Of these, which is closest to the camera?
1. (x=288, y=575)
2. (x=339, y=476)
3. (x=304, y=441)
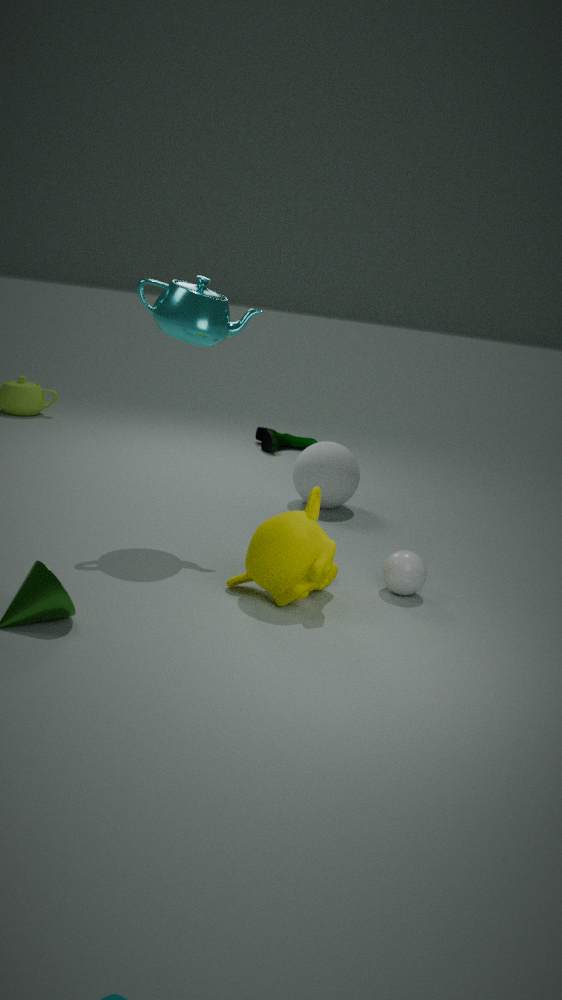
(x=288, y=575)
